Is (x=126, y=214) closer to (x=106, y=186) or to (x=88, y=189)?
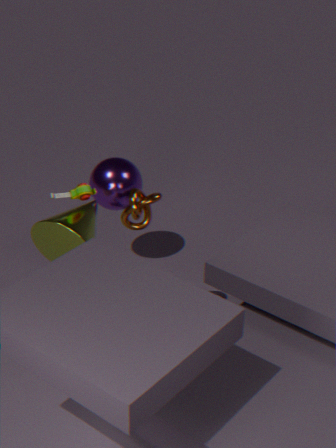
(x=88, y=189)
